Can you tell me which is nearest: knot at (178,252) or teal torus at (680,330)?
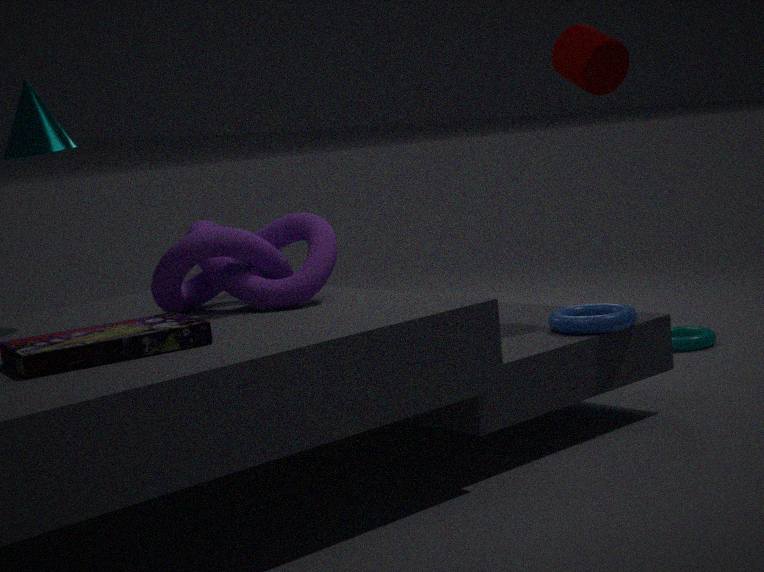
knot at (178,252)
